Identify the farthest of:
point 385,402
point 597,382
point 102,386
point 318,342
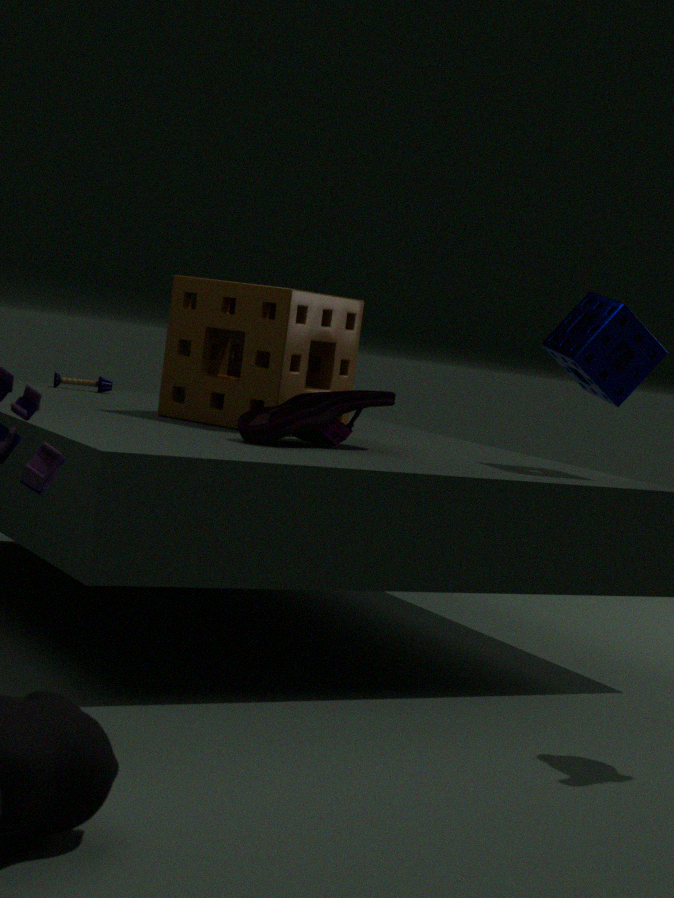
point 102,386
